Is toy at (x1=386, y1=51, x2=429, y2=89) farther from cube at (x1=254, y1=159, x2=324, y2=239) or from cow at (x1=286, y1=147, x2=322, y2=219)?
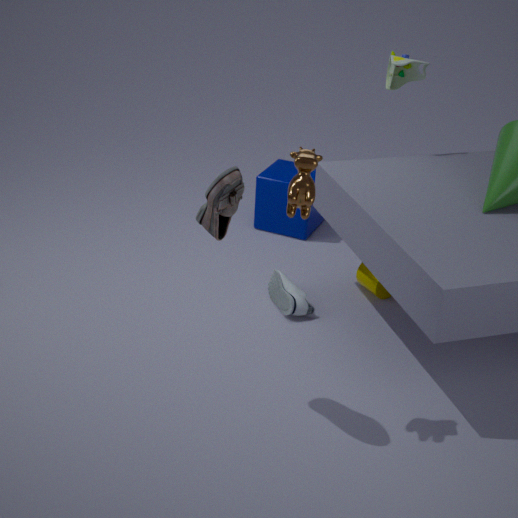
cow at (x1=286, y1=147, x2=322, y2=219)
